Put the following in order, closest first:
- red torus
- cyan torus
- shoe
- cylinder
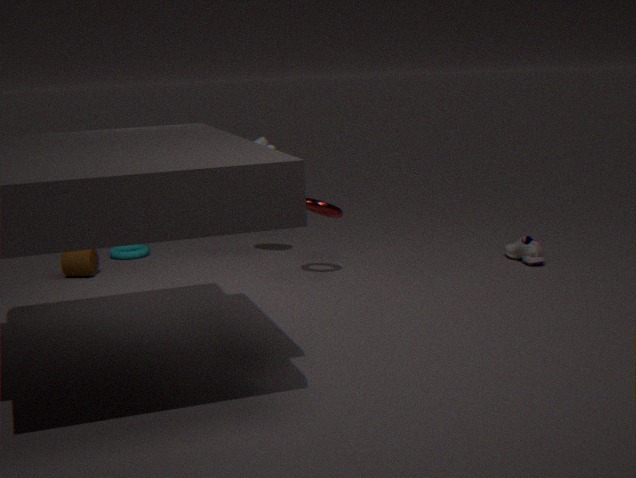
red torus < shoe < cylinder < cyan torus
